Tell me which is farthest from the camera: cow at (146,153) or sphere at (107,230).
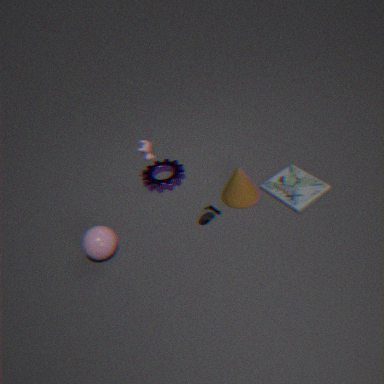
cow at (146,153)
